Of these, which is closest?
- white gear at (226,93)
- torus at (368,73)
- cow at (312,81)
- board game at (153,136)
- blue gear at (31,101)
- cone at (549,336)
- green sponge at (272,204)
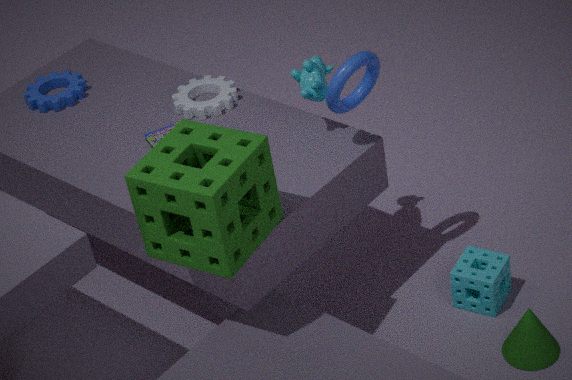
green sponge at (272,204)
